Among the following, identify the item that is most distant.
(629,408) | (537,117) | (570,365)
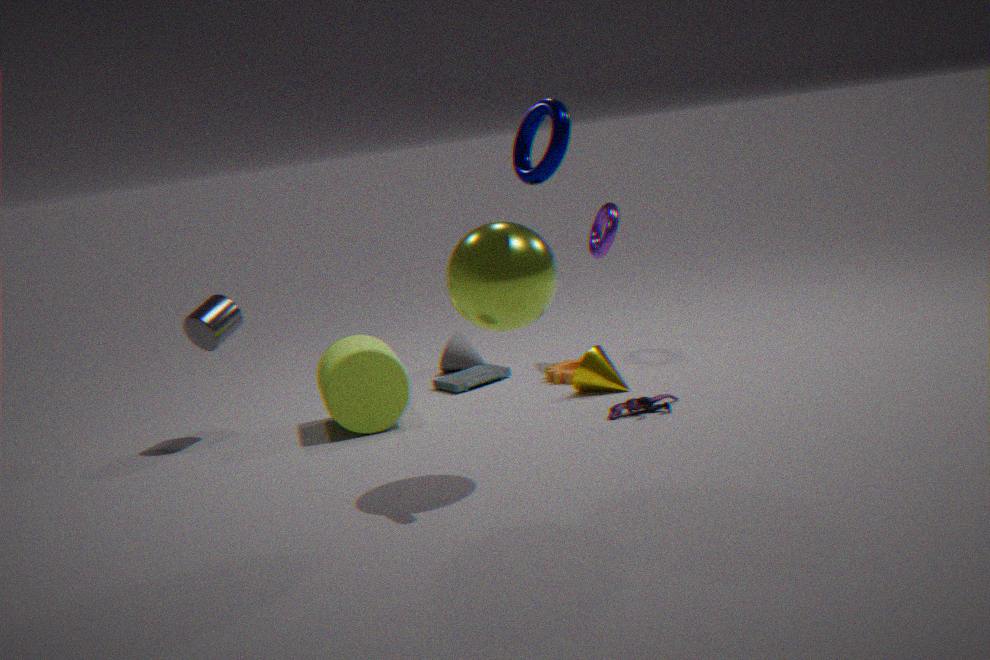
(570,365)
